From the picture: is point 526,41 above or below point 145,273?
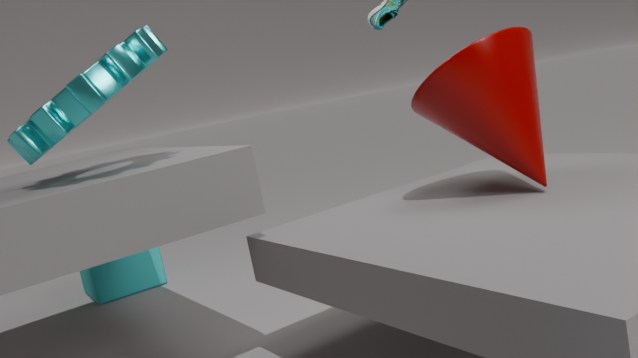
above
